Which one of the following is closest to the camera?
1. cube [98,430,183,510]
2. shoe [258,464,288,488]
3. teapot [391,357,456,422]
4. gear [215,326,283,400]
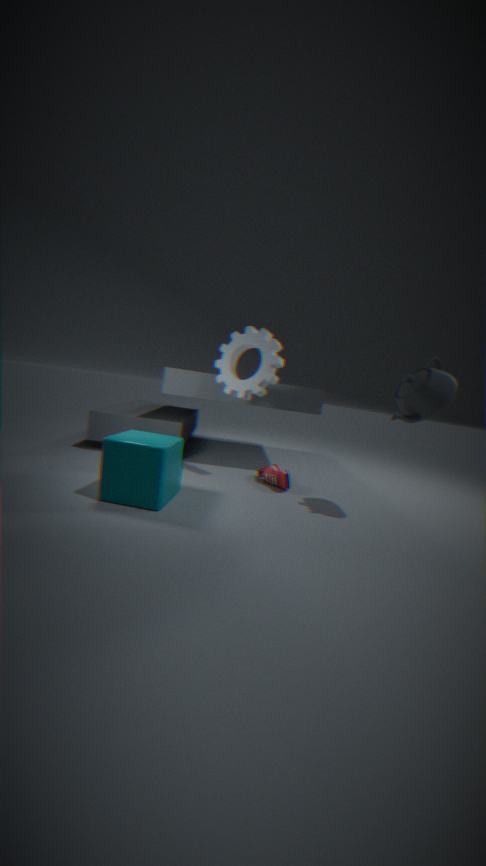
cube [98,430,183,510]
